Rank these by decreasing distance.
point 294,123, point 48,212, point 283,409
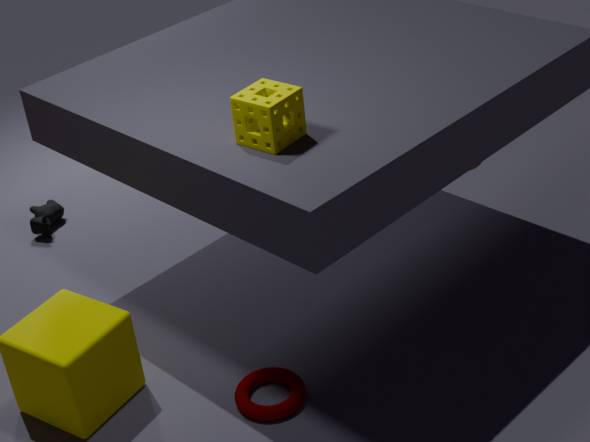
point 48,212
point 283,409
point 294,123
